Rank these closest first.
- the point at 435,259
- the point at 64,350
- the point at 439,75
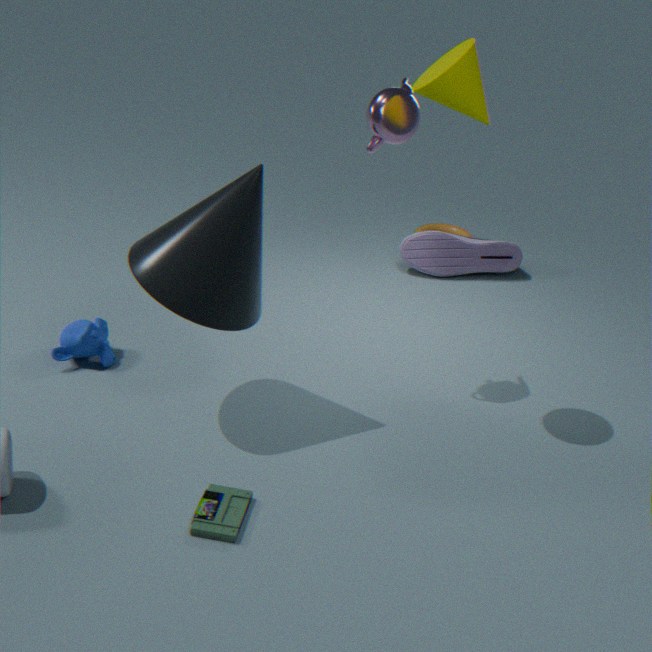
the point at 439,75
the point at 64,350
the point at 435,259
